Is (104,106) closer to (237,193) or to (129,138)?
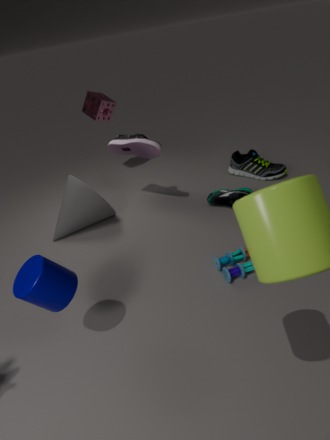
(129,138)
